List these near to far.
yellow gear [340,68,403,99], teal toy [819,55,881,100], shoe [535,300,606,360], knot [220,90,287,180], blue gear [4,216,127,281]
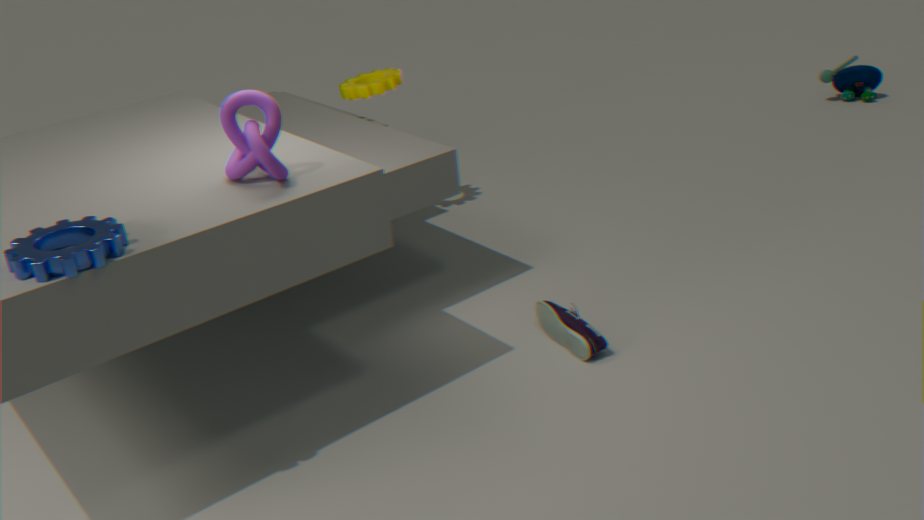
blue gear [4,216,127,281] → knot [220,90,287,180] → shoe [535,300,606,360] → yellow gear [340,68,403,99] → teal toy [819,55,881,100]
